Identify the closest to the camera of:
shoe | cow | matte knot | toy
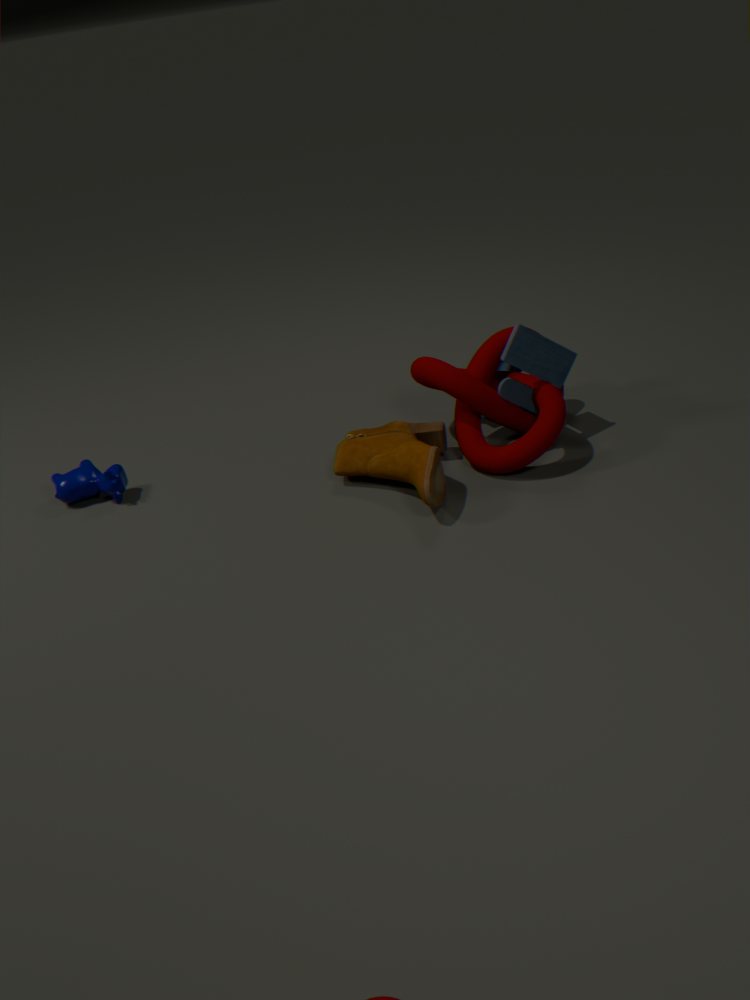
shoe
